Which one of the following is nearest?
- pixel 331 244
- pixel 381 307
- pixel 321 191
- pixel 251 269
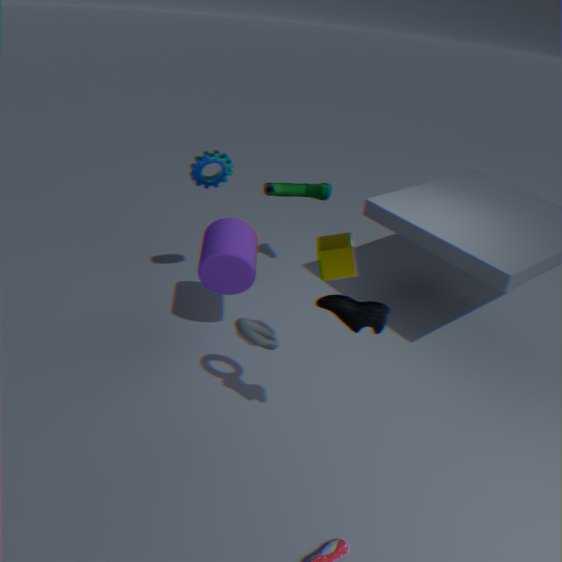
pixel 381 307
